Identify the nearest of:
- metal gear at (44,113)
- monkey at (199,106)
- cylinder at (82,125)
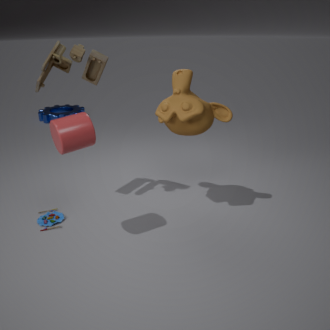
cylinder at (82,125)
